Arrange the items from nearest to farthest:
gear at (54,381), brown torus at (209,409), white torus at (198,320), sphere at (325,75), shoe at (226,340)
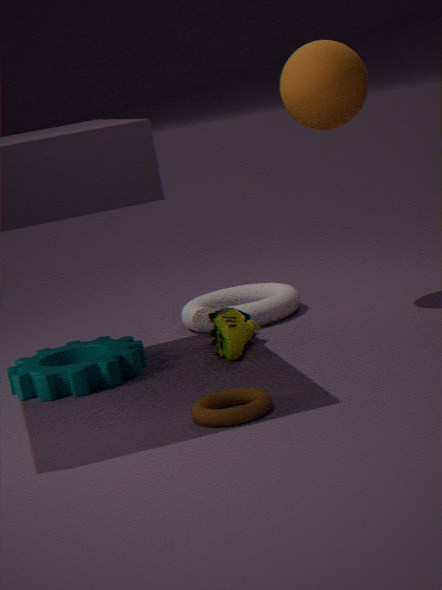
brown torus at (209,409) → gear at (54,381) → shoe at (226,340) → sphere at (325,75) → white torus at (198,320)
